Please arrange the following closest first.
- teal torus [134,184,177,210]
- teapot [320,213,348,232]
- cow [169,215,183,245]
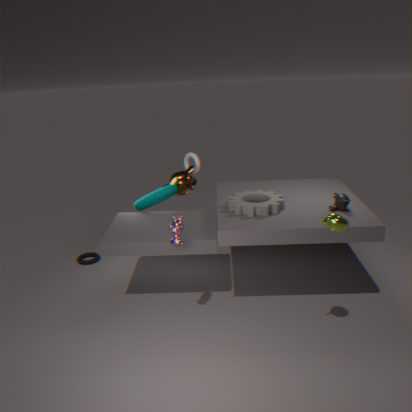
teapot [320,213,348,232], cow [169,215,183,245], teal torus [134,184,177,210]
